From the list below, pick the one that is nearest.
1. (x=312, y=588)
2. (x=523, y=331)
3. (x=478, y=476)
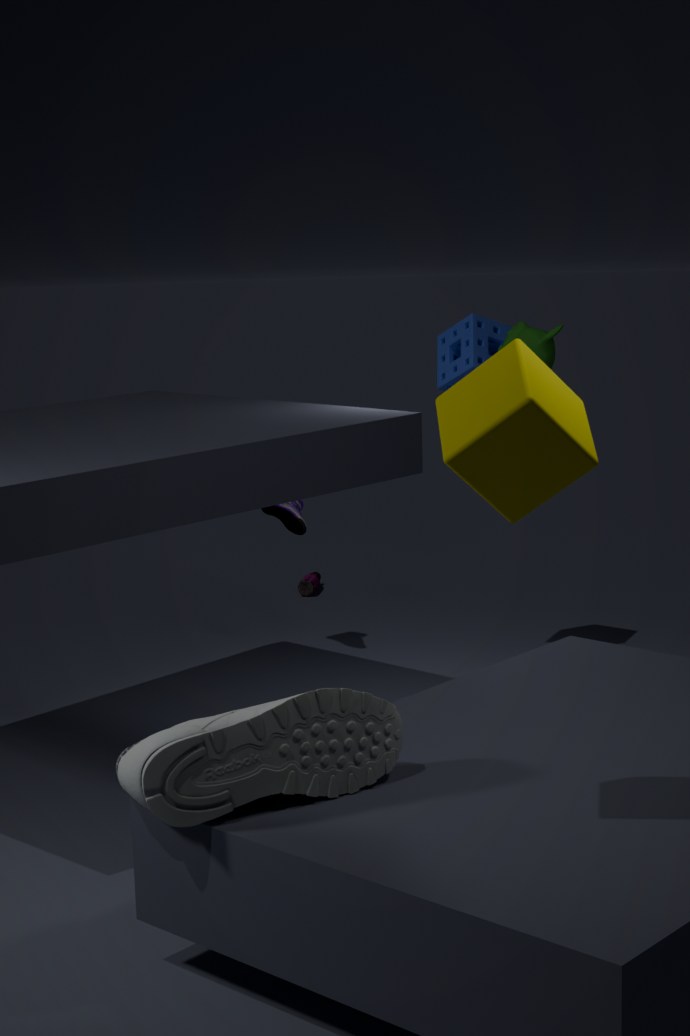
(x=478, y=476)
